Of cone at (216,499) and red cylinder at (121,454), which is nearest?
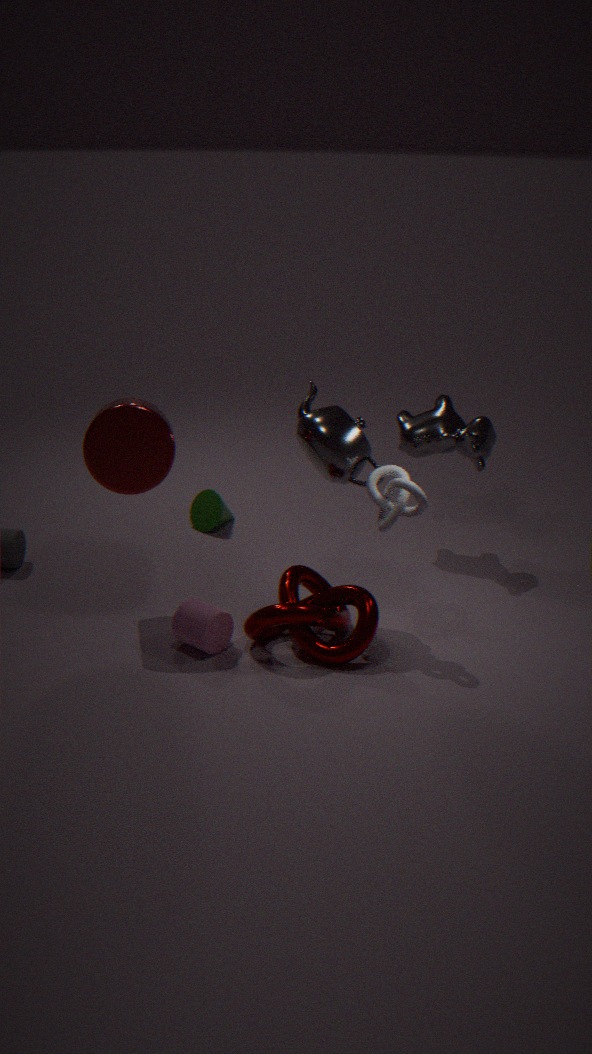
red cylinder at (121,454)
